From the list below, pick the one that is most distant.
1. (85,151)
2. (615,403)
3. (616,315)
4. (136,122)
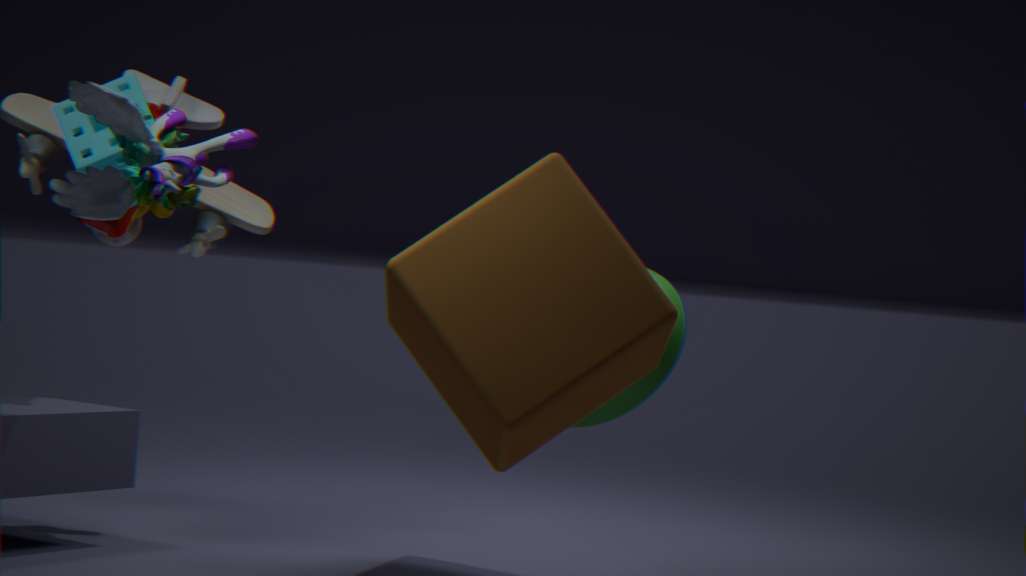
(615,403)
